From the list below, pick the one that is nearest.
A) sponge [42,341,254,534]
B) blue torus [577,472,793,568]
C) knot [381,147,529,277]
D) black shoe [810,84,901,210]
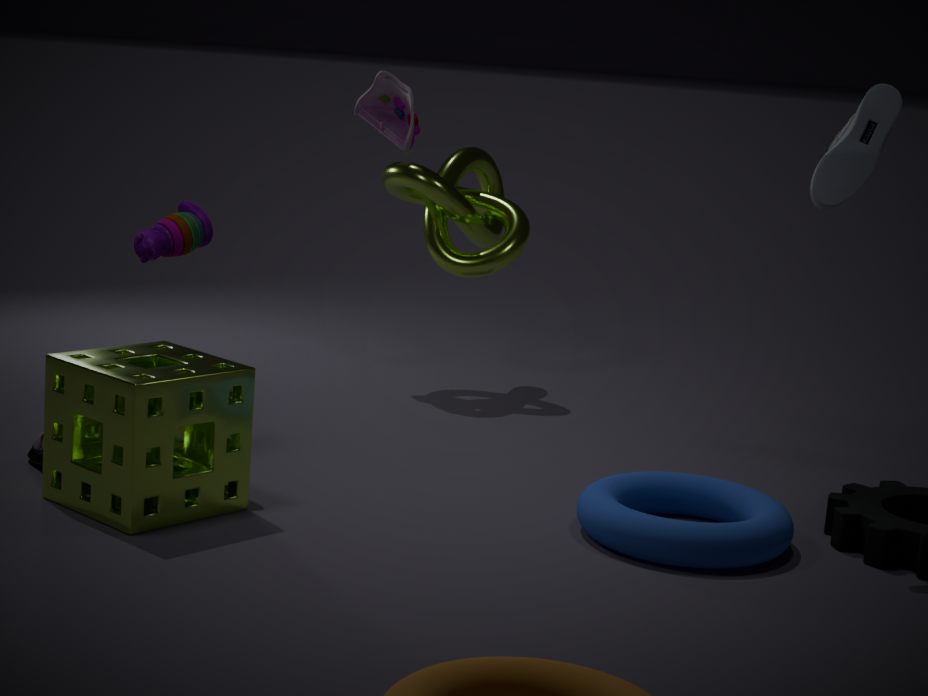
sponge [42,341,254,534]
